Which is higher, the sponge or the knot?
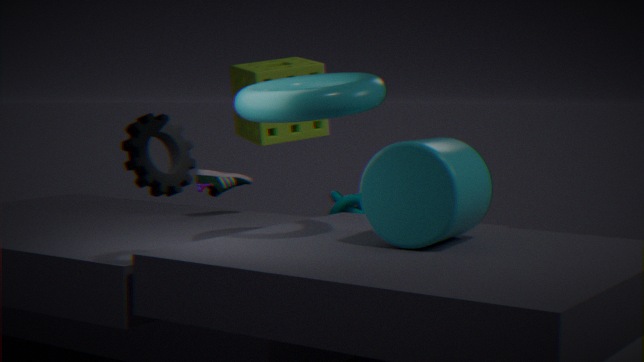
the sponge
